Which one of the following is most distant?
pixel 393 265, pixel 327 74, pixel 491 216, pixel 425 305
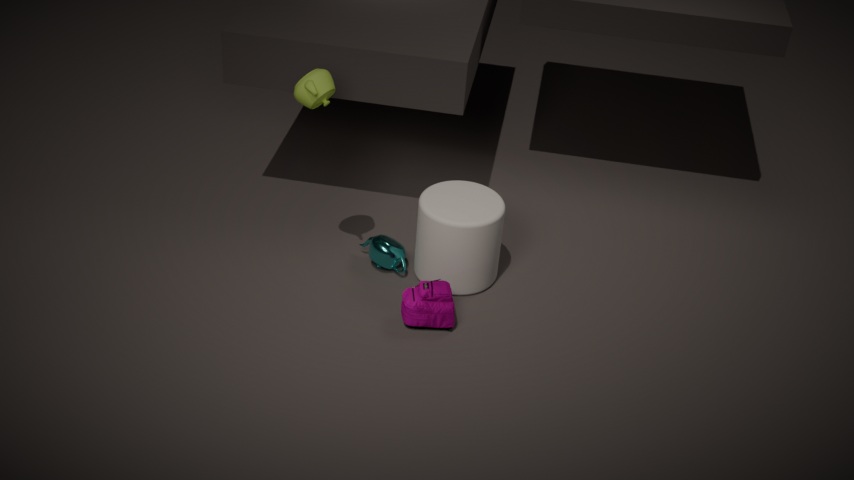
pixel 393 265
